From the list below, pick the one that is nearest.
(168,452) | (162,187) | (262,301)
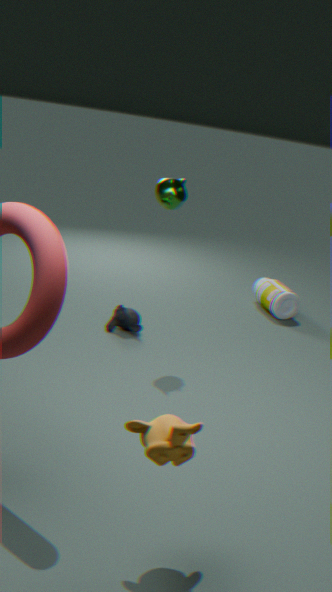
(168,452)
